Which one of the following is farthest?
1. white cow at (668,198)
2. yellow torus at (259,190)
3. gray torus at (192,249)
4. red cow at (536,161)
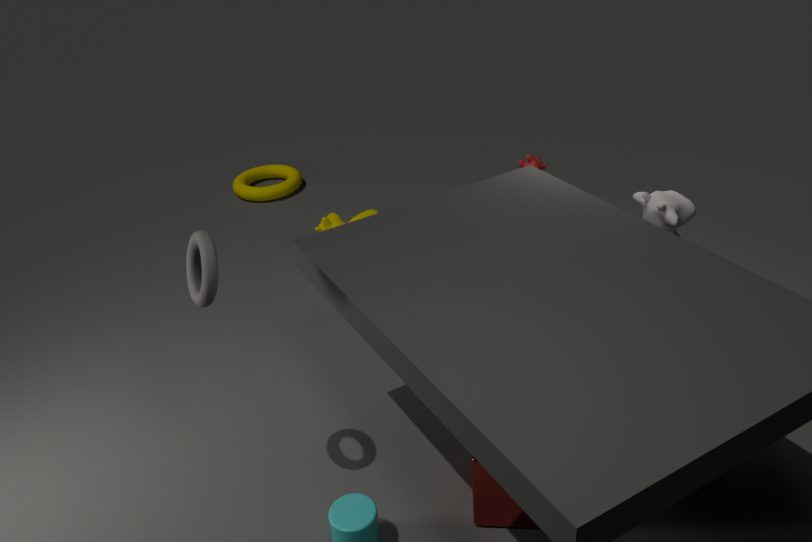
yellow torus at (259,190)
